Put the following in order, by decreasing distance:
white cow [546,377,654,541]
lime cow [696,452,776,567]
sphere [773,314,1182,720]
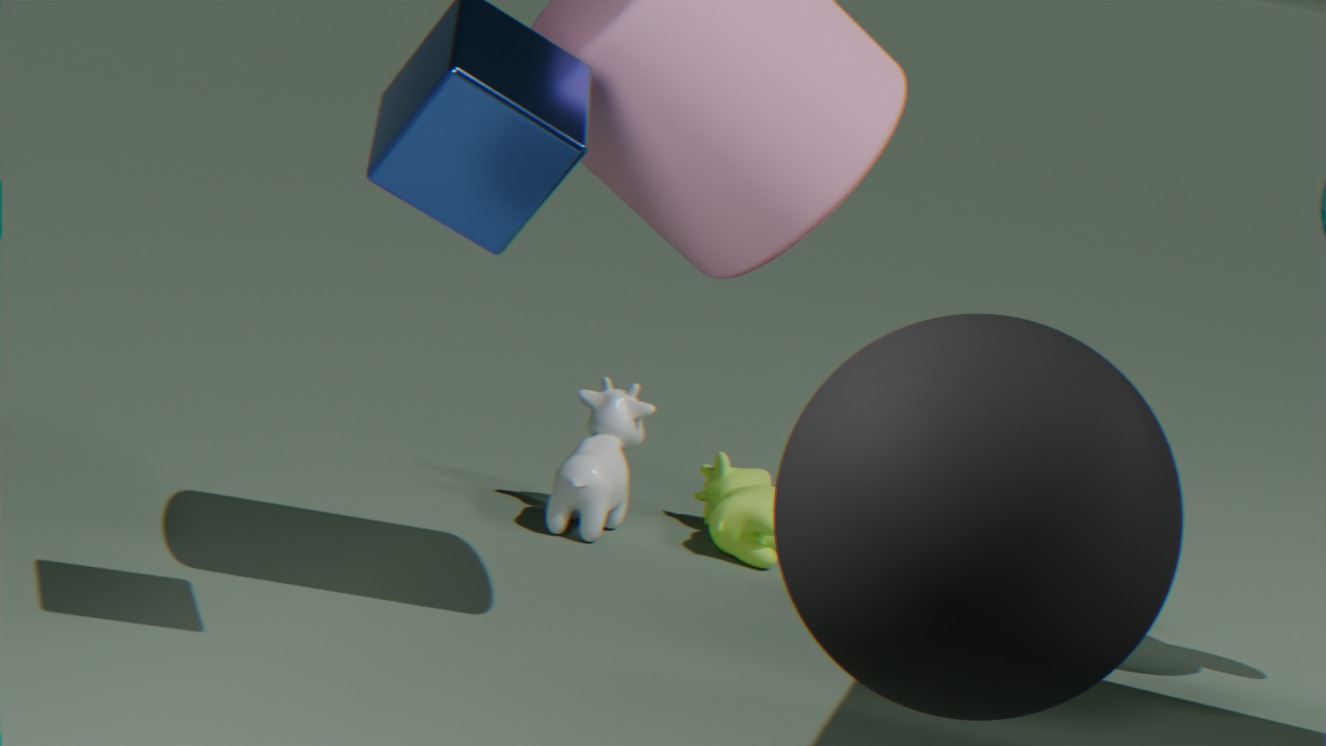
lime cow [696,452,776,567], white cow [546,377,654,541], sphere [773,314,1182,720]
